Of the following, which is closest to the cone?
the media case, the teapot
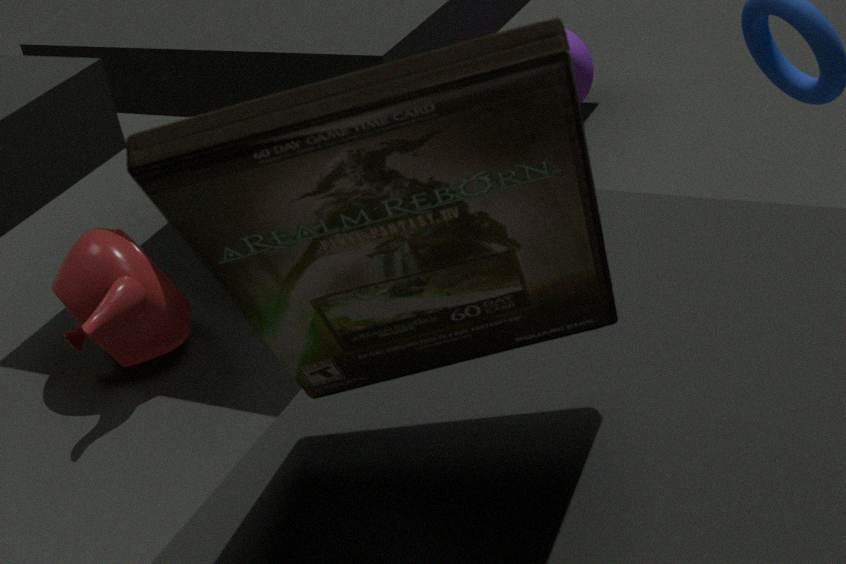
the teapot
